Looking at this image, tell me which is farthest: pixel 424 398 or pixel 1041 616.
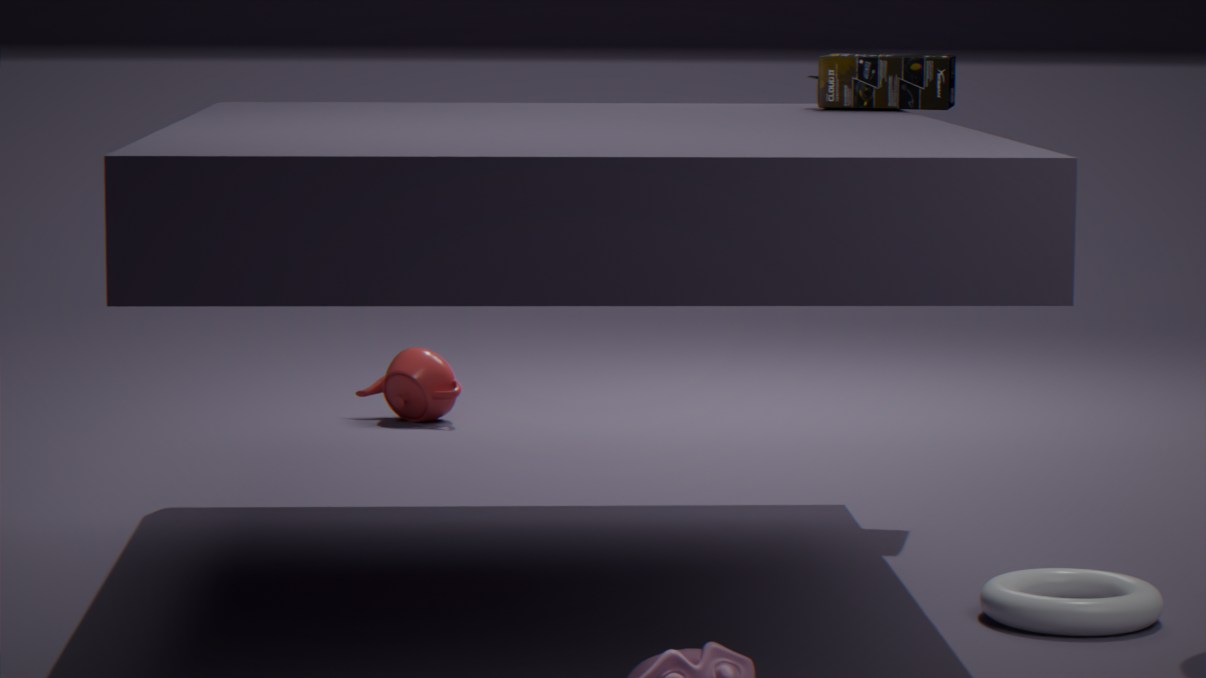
pixel 424 398
